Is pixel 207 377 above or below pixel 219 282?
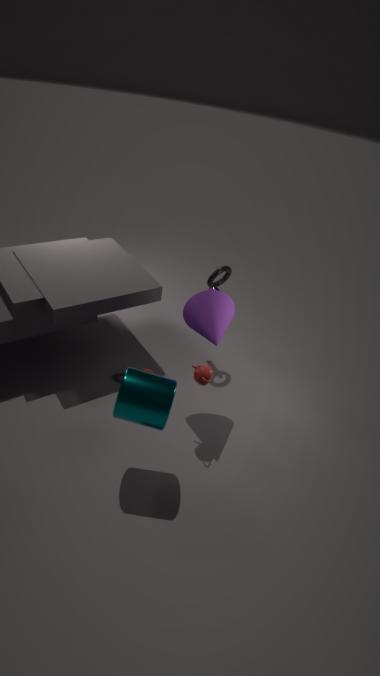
below
